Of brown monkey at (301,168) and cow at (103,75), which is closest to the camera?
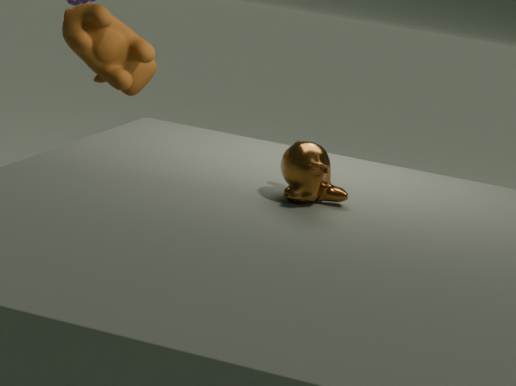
brown monkey at (301,168)
